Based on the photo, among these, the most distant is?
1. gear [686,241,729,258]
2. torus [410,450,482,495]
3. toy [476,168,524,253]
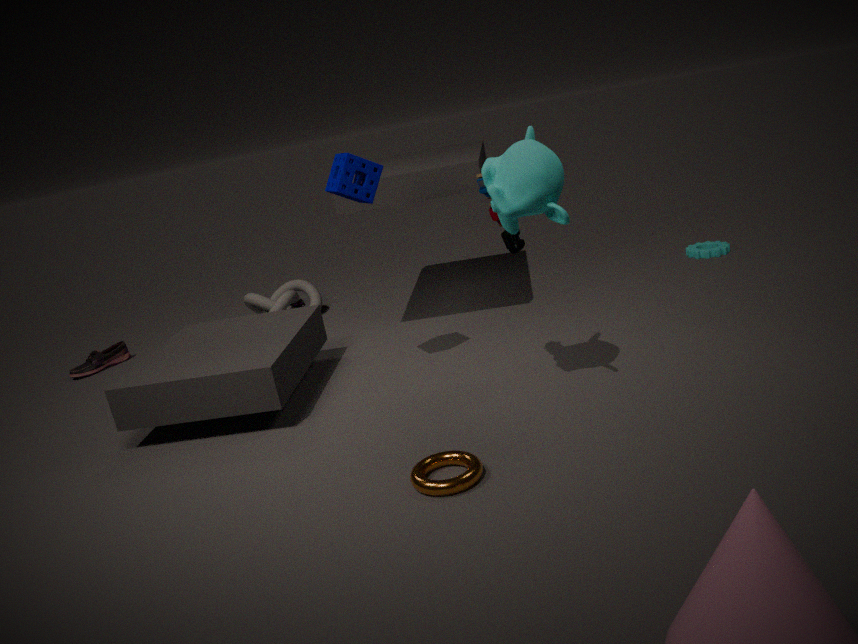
gear [686,241,729,258]
